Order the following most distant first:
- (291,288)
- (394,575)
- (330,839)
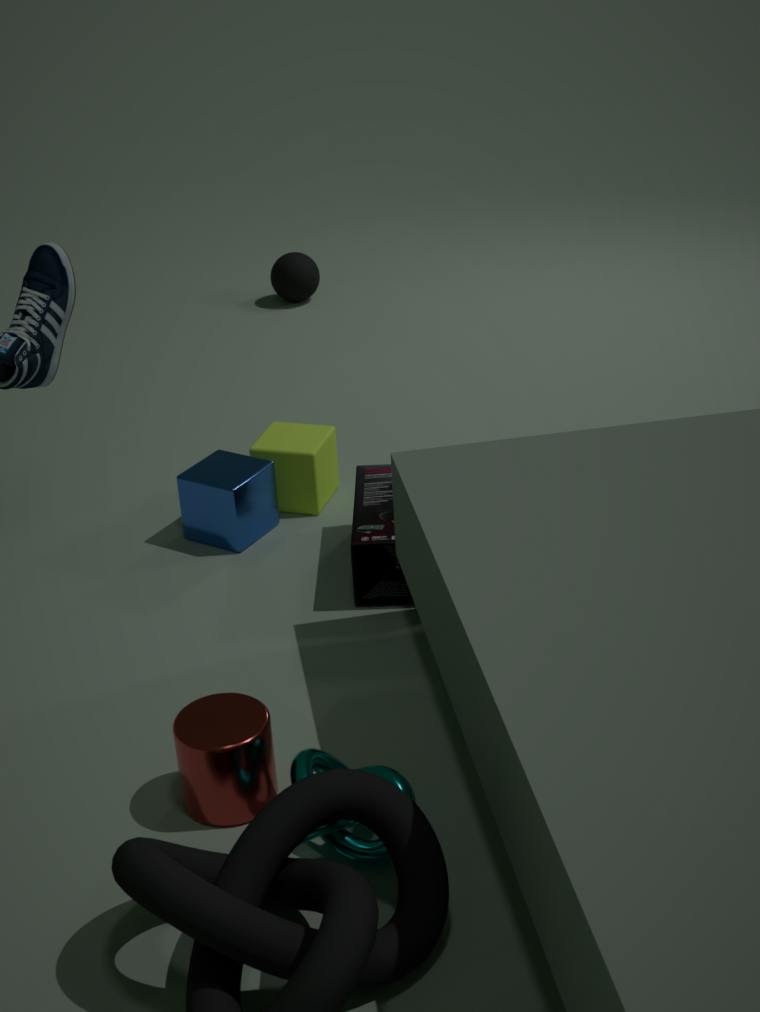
(291,288) < (394,575) < (330,839)
